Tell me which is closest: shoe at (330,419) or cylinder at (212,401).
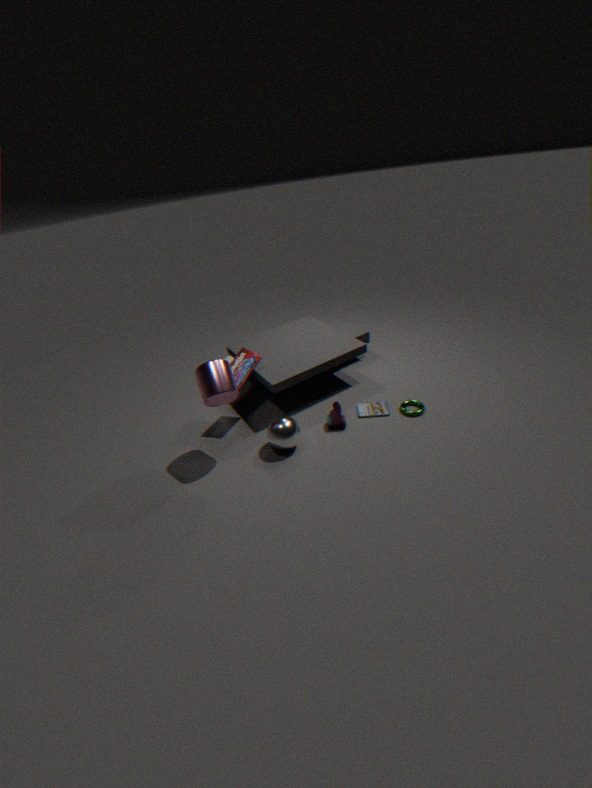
cylinder at (212,401)
